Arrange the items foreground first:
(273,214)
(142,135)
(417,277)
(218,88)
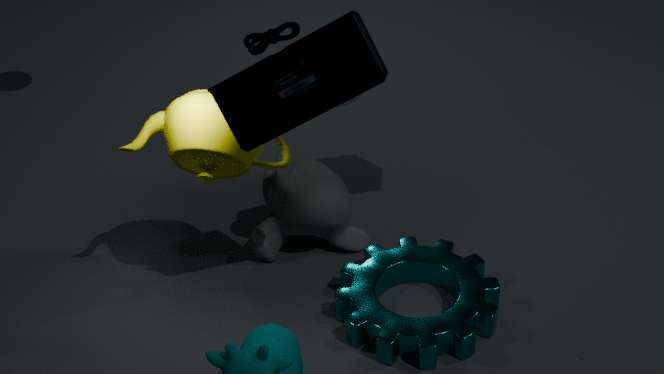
(218,88) < (142,135) < (417,277) < (273,214)
